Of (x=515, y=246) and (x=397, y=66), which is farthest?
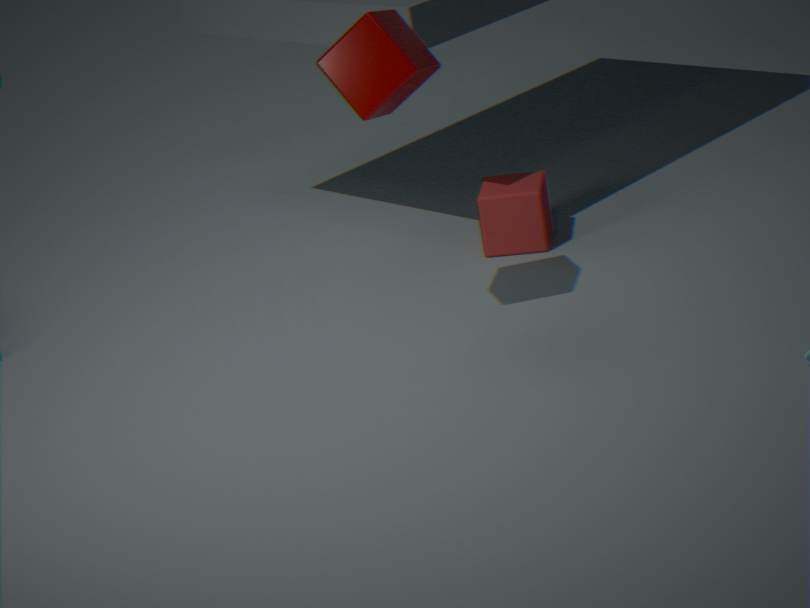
(x=515, y=246)
